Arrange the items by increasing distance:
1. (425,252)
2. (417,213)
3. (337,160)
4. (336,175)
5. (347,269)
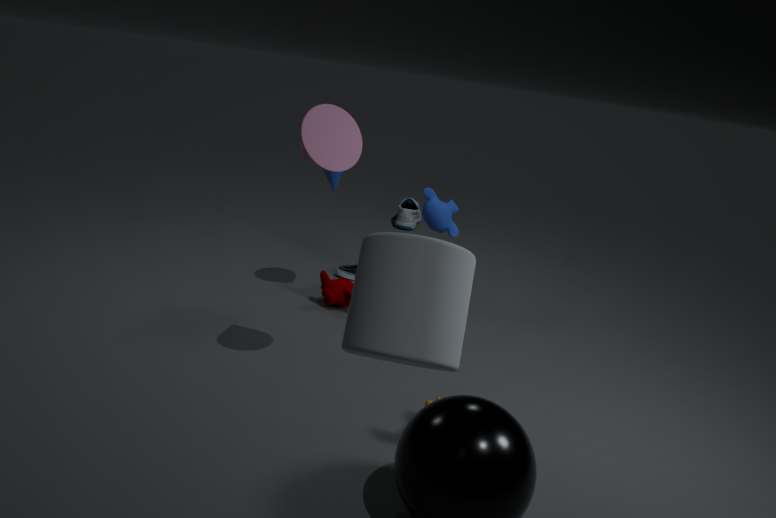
(425,252), (337,160), (336,175), (347,269), (417,213)
